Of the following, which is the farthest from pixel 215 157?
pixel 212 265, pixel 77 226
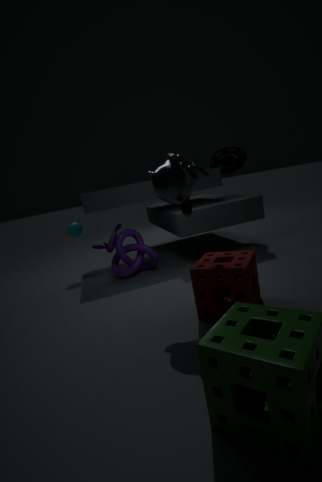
pixel 212 265
